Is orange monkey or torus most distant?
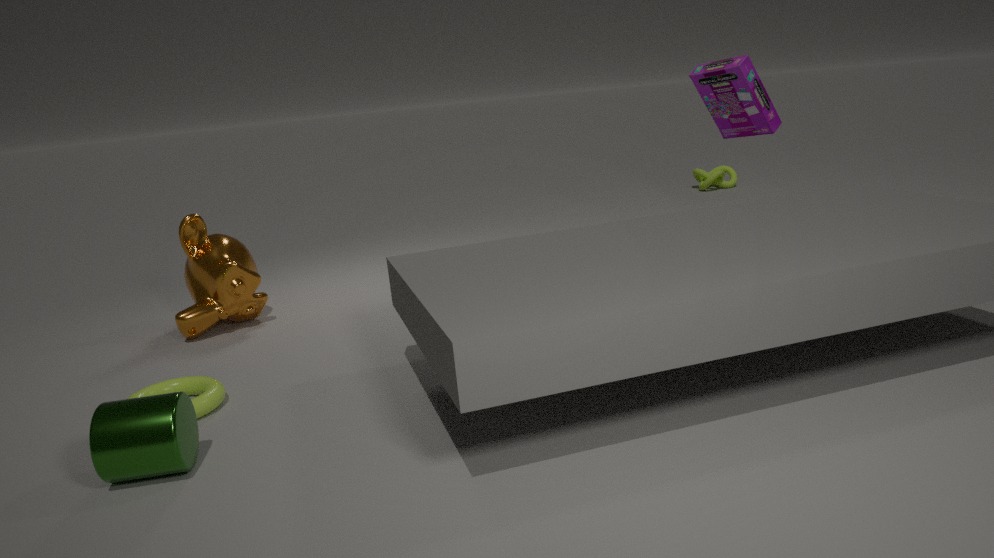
orange monkey
